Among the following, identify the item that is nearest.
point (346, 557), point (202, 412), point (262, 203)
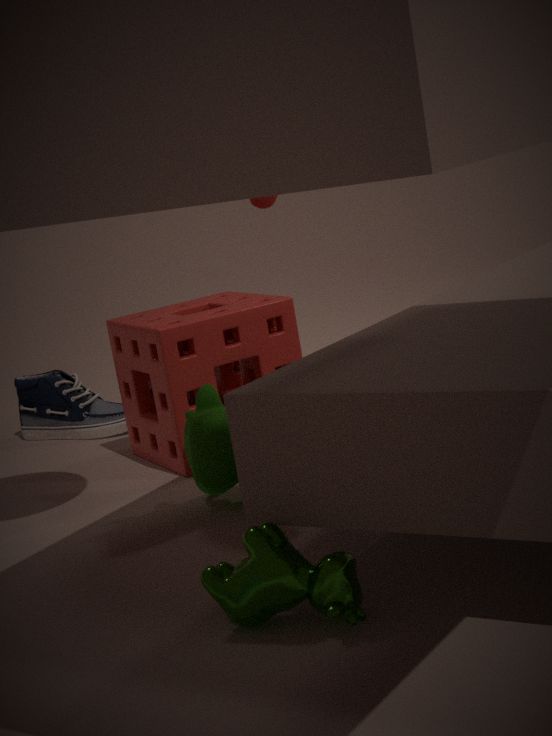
point (346, 557)
